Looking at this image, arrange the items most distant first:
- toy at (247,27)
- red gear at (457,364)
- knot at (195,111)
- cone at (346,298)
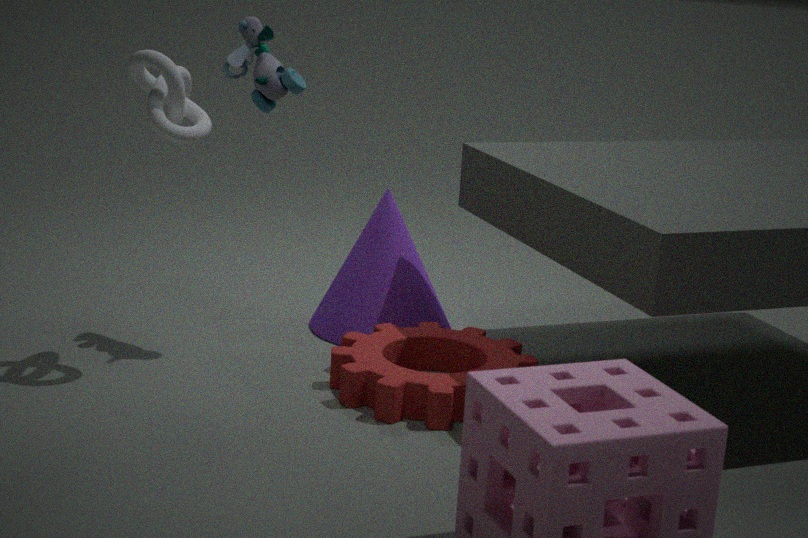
cone at (346,298) < toy at (247,27) < knot at (195,111) < red gear at (457,364)
